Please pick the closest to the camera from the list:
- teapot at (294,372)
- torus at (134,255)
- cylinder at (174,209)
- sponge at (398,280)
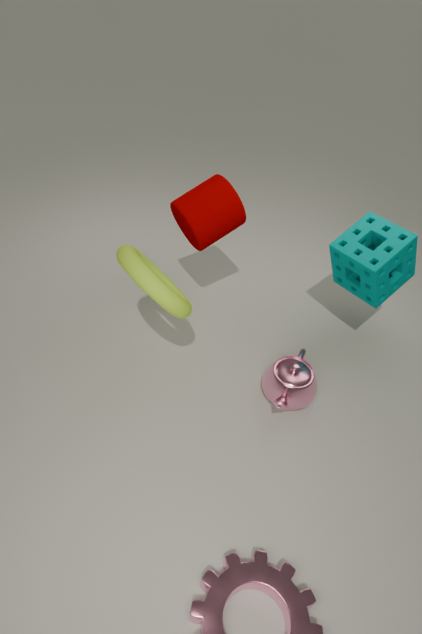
torus at (134,255)
